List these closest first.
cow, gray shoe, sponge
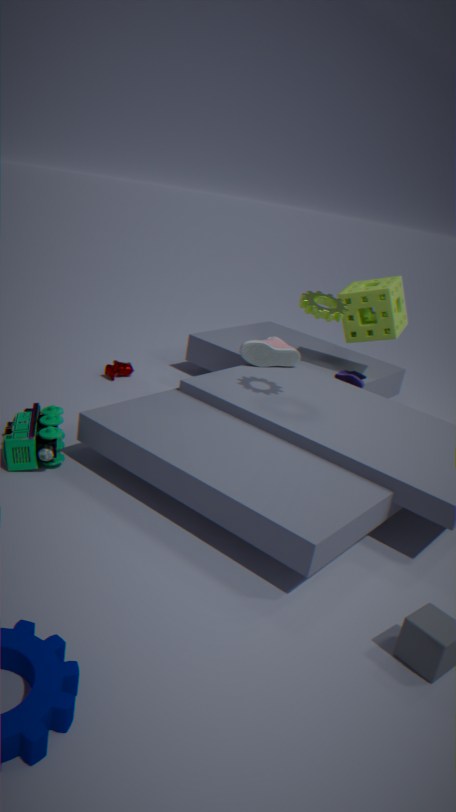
gray shoe < sponge < cow
